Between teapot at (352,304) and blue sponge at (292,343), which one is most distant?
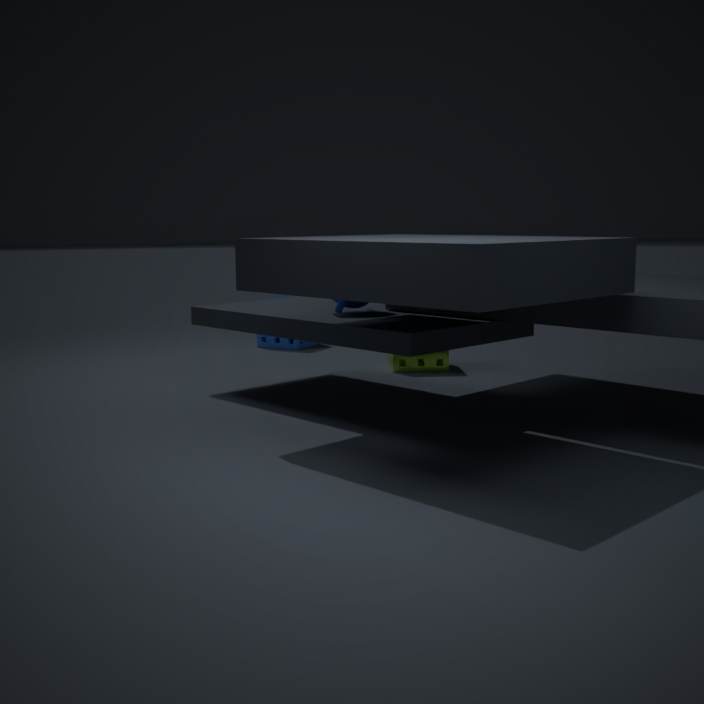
blue sponge at (292,343)
